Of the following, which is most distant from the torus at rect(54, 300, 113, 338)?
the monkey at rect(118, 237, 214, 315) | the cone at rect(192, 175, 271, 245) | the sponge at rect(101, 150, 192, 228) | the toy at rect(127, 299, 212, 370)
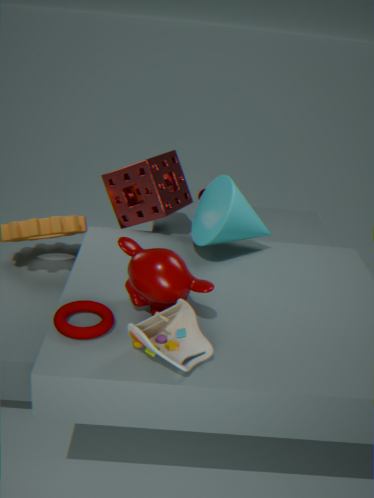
the sponge at rect(101, 150, 192, 228)
